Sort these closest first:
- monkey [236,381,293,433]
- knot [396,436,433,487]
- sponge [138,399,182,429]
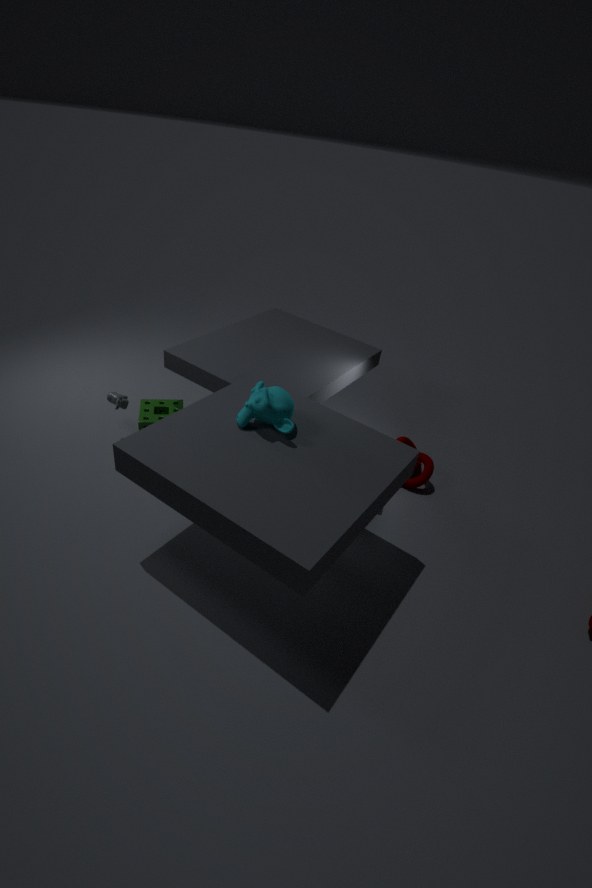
monkey [236,381,293,433]
sponge [138,399,182,429]
knot [396,436,433,487]
